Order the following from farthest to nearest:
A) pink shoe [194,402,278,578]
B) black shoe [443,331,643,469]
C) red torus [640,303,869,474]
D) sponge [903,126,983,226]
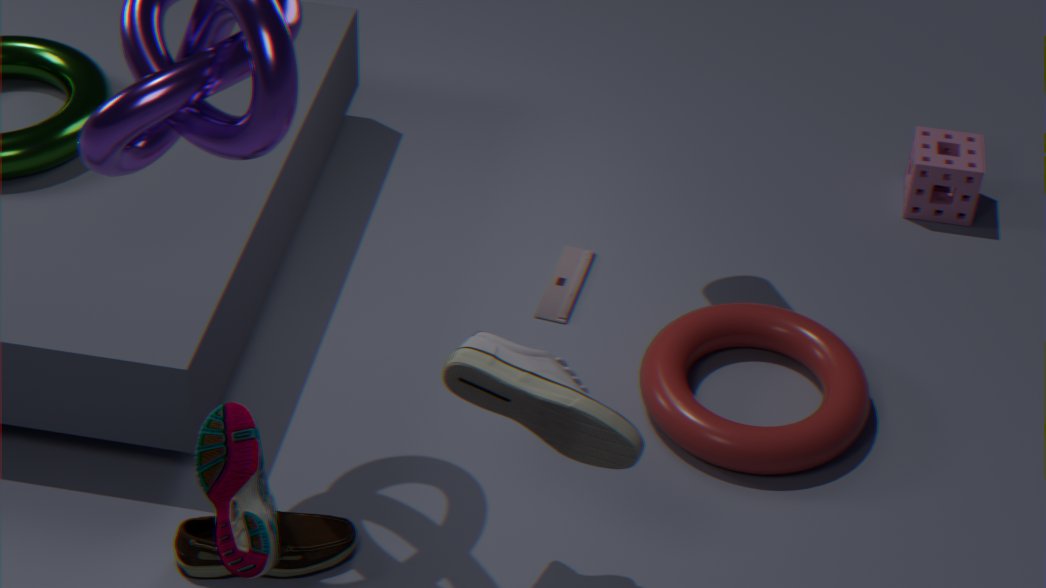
sponge [903,126,983,226] < red torus [640,303,869,474] < black shoe [443,331,643,469] < pink shoe [194,402,278,578]
